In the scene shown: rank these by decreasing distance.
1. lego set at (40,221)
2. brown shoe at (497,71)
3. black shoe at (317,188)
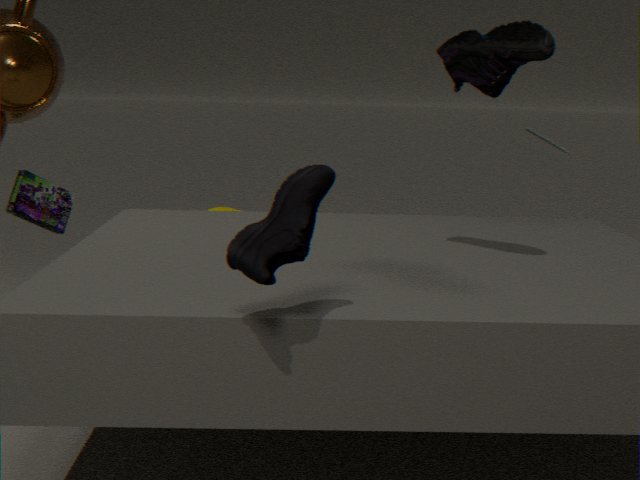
1. lego set at (40,221)
2. brown shoe at (497,71)
3. black shoe at (317,188)
